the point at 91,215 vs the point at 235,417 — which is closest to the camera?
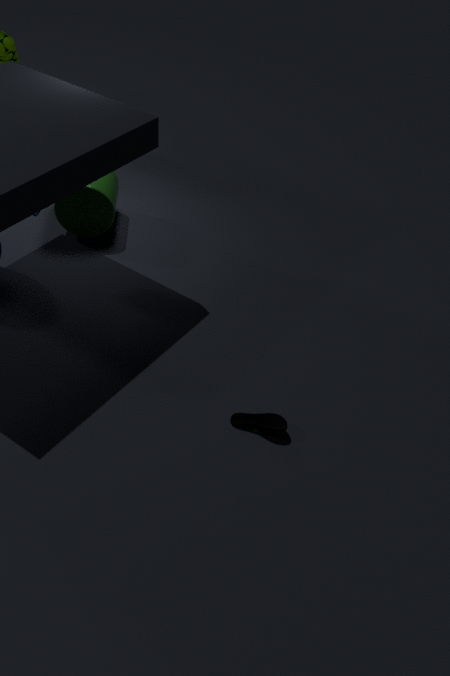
the point at 235,417
